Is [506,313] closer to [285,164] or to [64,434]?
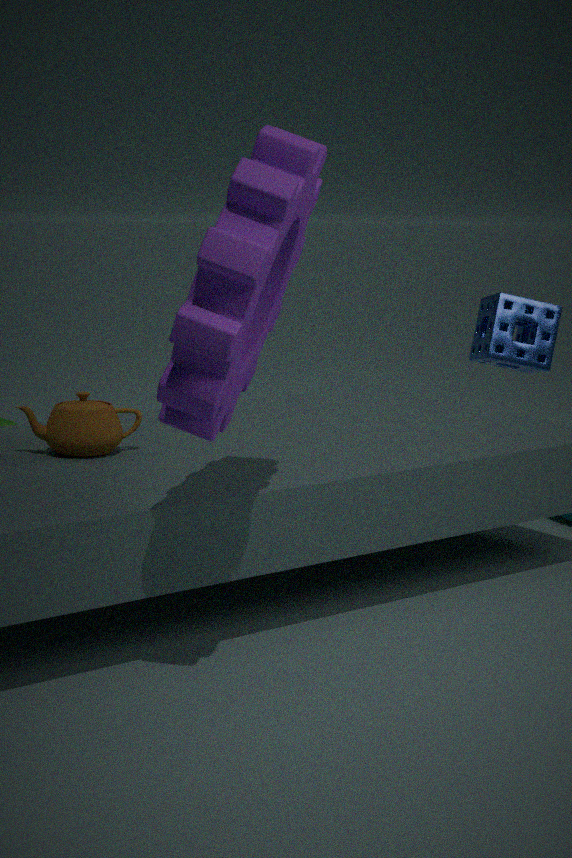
[64,434]
